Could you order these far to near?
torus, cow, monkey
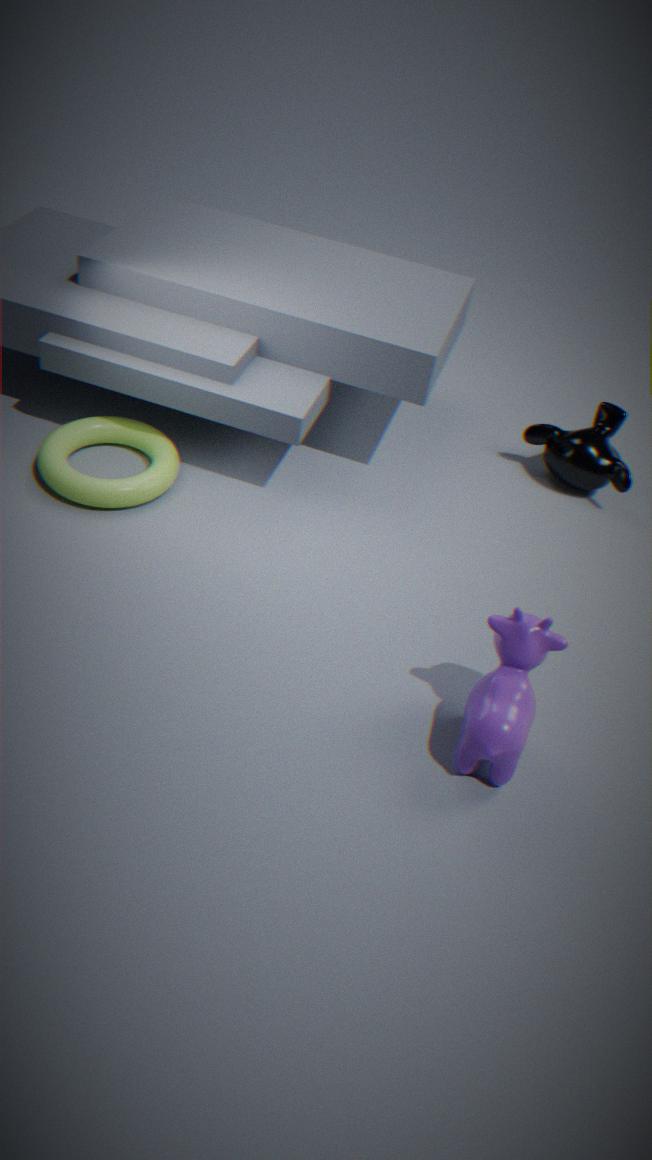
monkey → torus → cow
